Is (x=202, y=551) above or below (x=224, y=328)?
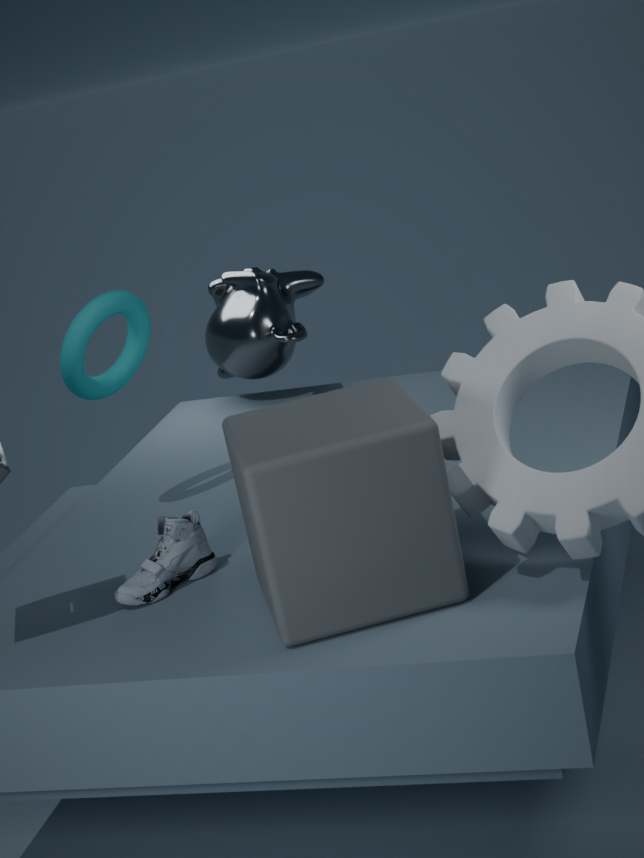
below
